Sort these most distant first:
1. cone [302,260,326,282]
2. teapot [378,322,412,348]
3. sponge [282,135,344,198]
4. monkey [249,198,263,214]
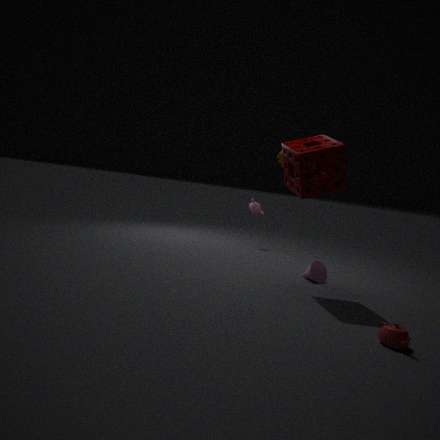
monkey [249,198,263,214]
cone [302,260,326,282]
sponge [282,135,344,198]
teapot [378,322,412,348]
